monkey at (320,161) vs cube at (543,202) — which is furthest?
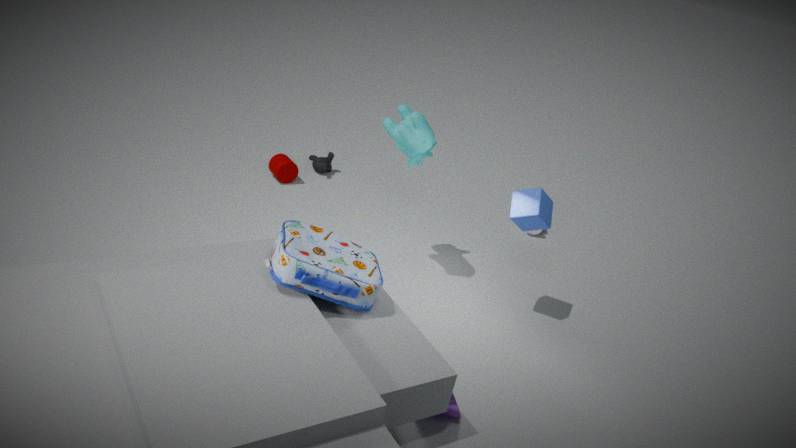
monkey at (320,161)
